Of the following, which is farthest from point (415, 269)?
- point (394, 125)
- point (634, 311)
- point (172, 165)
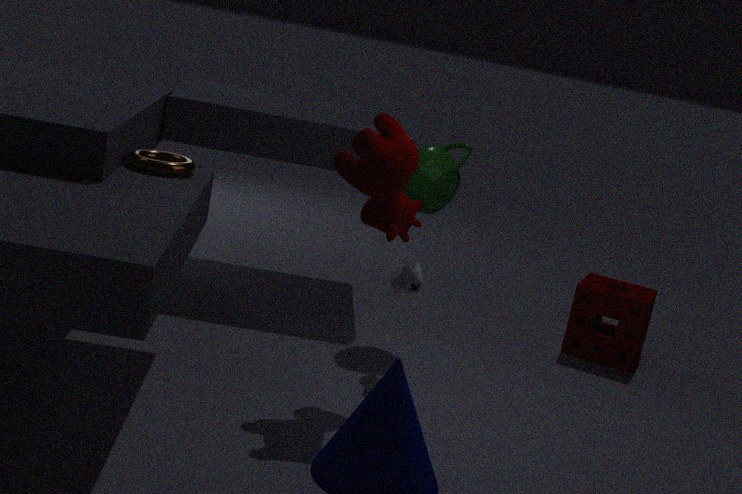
point (634, 311)
